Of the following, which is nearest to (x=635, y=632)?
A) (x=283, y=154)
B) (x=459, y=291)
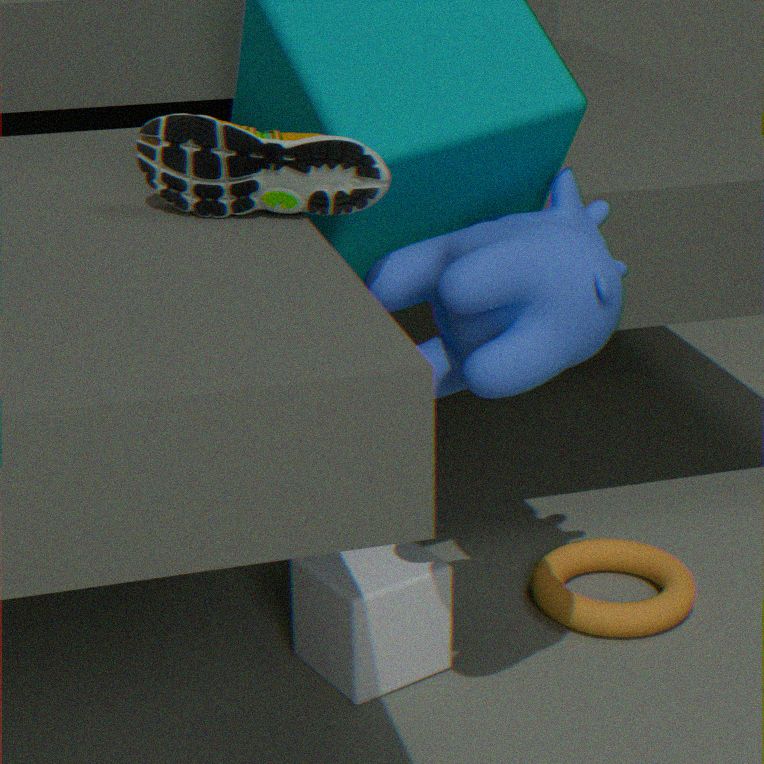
(x=459, y=291)
